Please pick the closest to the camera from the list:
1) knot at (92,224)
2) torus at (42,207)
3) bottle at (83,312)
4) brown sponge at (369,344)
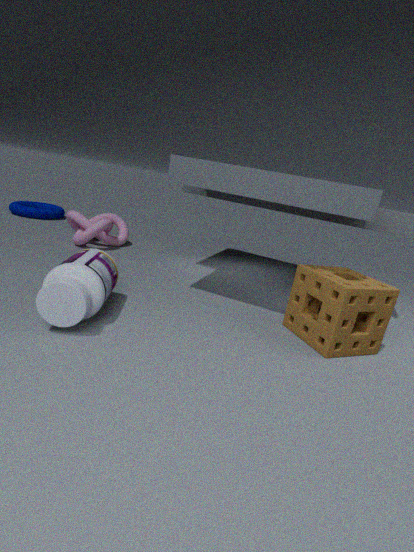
3. bottle at (83,312)
